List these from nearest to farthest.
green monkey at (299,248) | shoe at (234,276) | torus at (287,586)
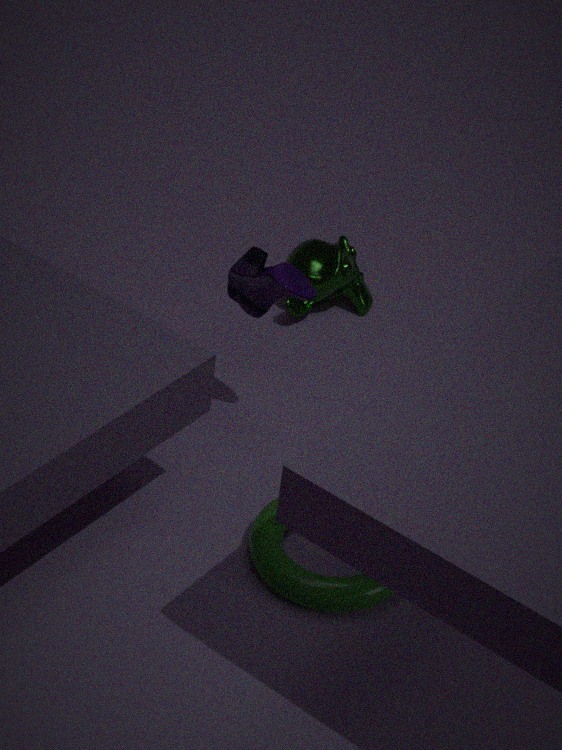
torus at (287,586) → shoe at (234,276) → green monkey at (299,248)
